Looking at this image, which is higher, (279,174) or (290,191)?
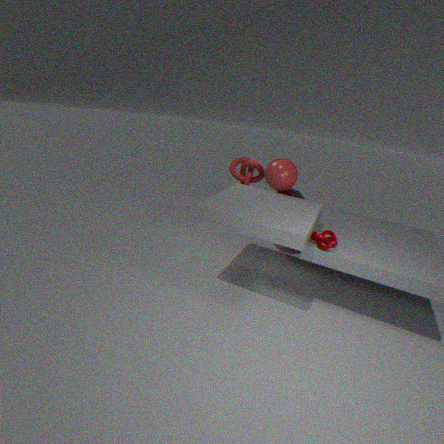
(279,174)
